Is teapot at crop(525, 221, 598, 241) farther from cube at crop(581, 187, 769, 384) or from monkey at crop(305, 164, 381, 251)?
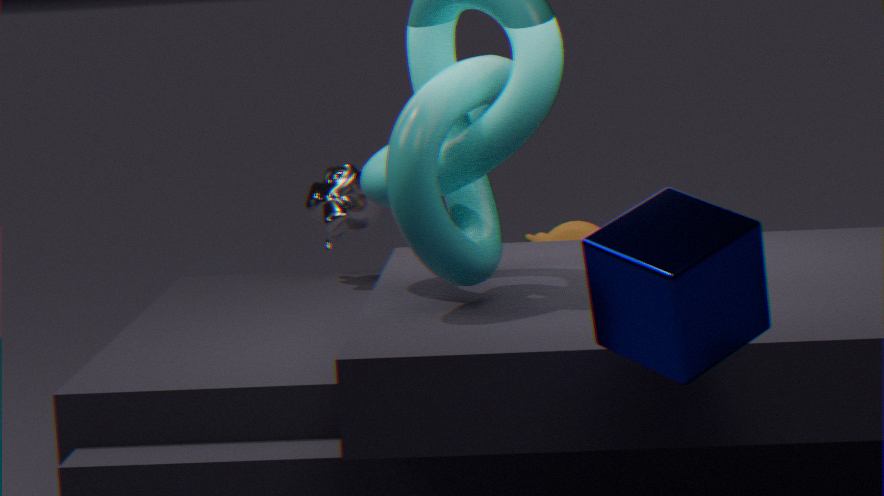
cube at crop(581, 187, 769, 384)
